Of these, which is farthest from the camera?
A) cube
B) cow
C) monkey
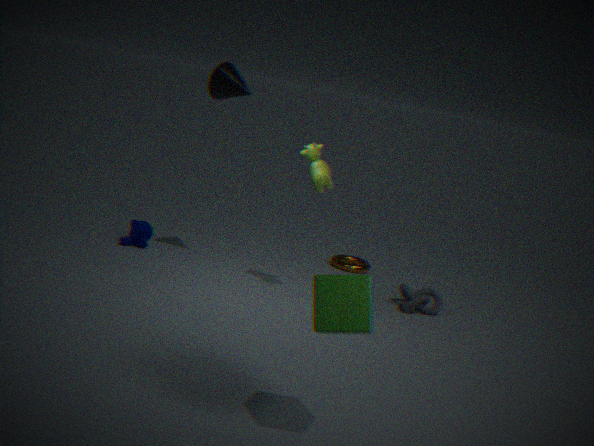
monkey
